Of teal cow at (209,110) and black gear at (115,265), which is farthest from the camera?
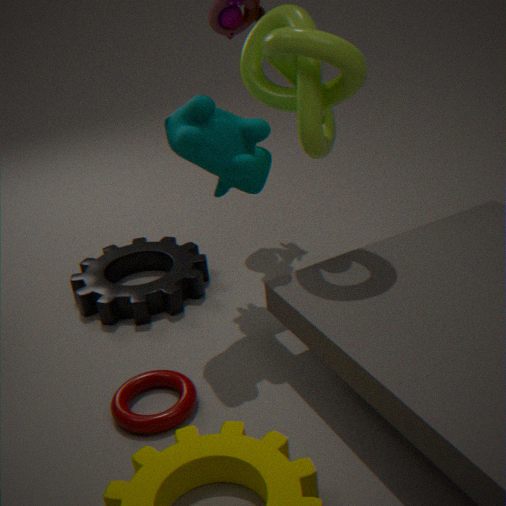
black gear at (115,265)
